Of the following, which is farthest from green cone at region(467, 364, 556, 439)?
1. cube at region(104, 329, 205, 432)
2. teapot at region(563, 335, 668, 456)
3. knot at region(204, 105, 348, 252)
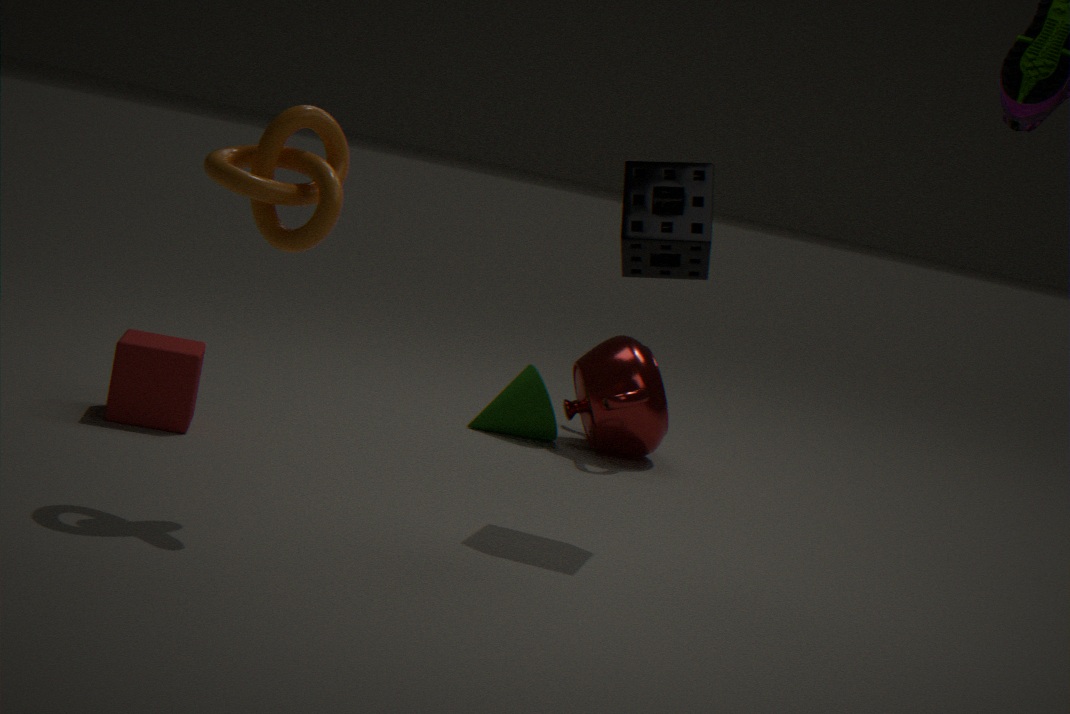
knot at region(204, 105, 348, 252)
